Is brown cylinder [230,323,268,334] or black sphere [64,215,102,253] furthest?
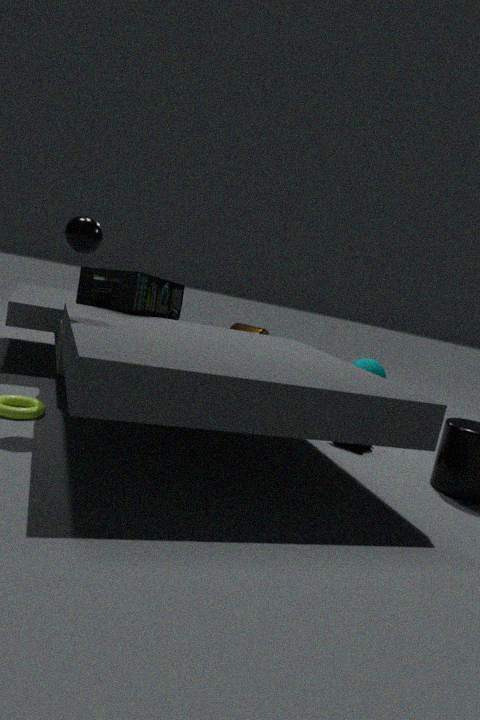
brown cylinder [230,323,268,334]
